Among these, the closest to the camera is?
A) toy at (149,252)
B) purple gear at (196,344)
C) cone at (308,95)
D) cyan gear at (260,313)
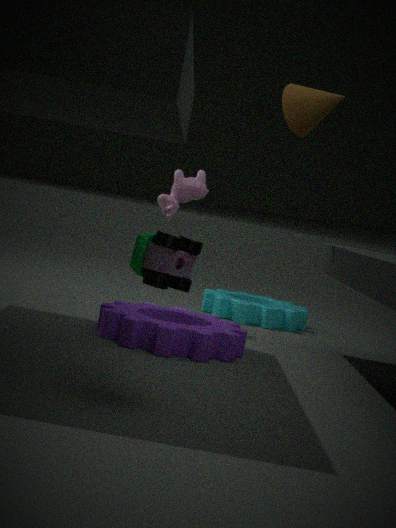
toy at (149,252)
